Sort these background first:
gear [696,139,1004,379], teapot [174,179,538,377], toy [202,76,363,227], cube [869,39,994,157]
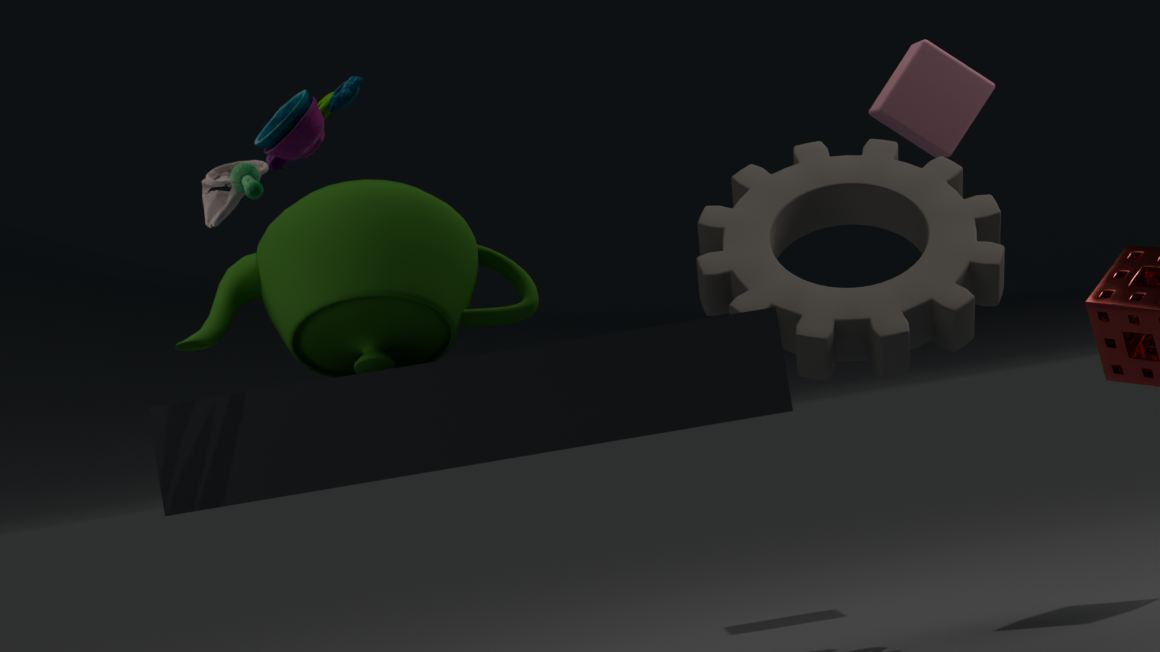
1. cube [869,39,994,157]
2. gear [696,139,1004,379]
3. teapot [174,179,538,377]
4. toy [202,76,363,227]
